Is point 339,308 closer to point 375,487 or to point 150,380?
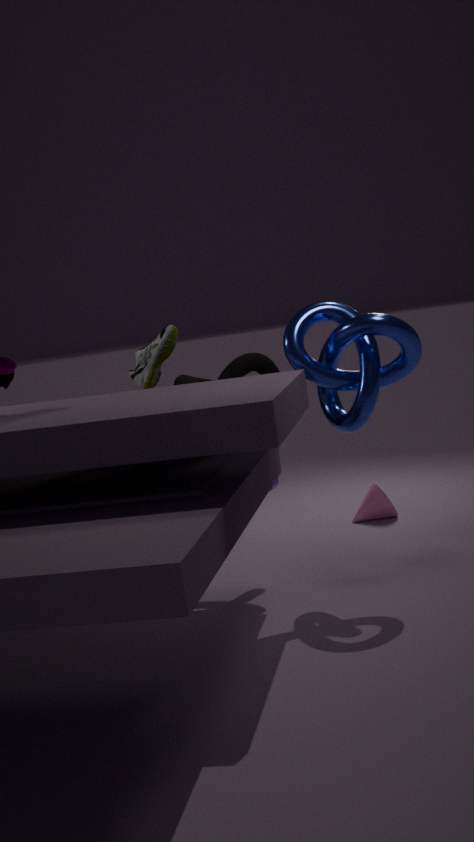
point 150,380
